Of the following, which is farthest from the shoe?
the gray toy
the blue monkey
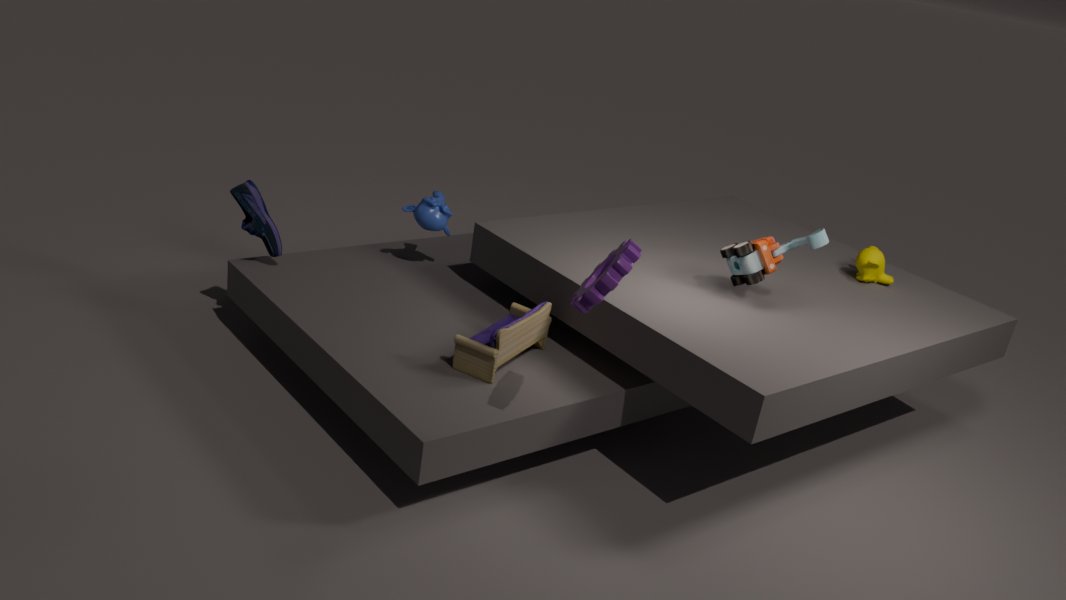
Result: the gray toy
